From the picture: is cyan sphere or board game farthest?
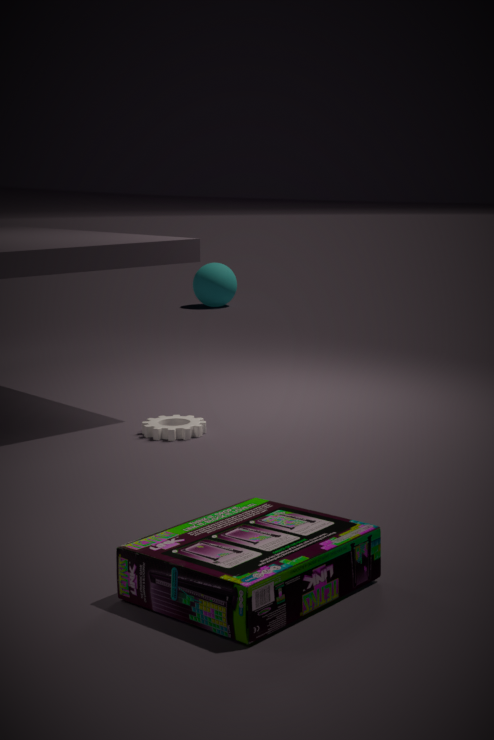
cyan sphere
